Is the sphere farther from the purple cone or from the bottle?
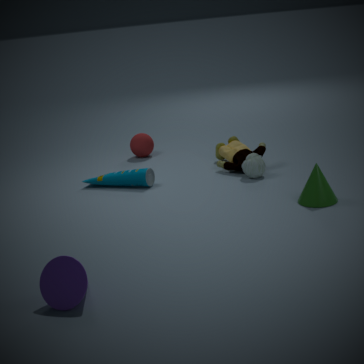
the purple cone
